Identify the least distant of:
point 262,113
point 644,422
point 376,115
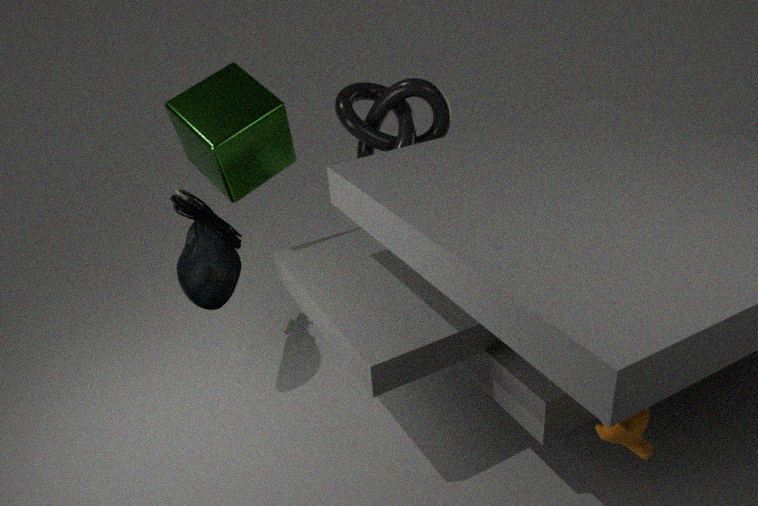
point 644,422
